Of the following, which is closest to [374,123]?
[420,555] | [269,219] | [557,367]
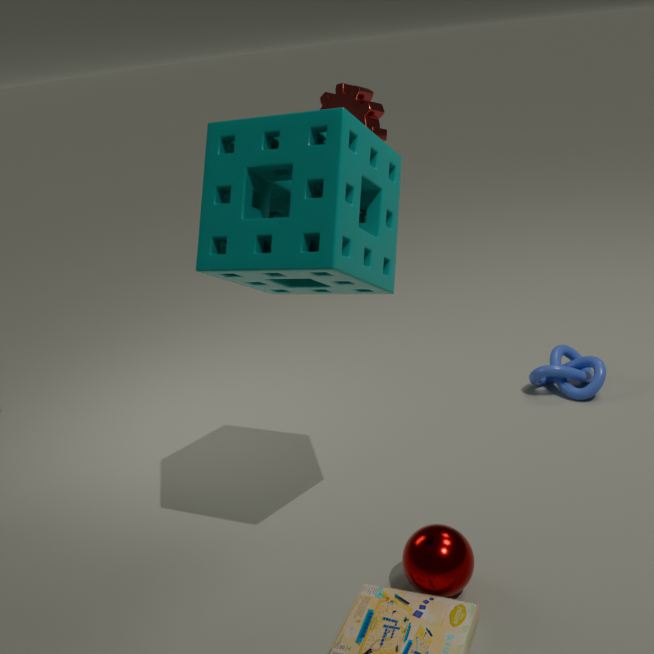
[557,367]
